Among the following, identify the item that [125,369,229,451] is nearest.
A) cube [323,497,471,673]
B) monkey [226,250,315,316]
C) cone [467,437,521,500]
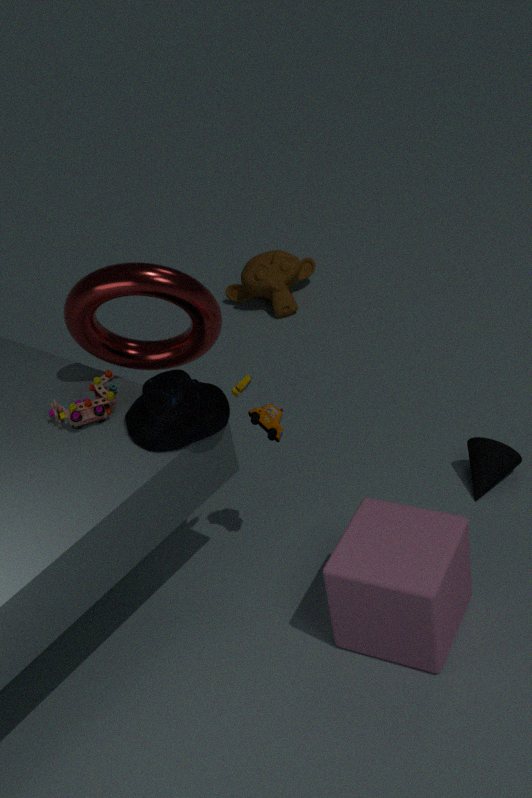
cube [323,497,471,673]
